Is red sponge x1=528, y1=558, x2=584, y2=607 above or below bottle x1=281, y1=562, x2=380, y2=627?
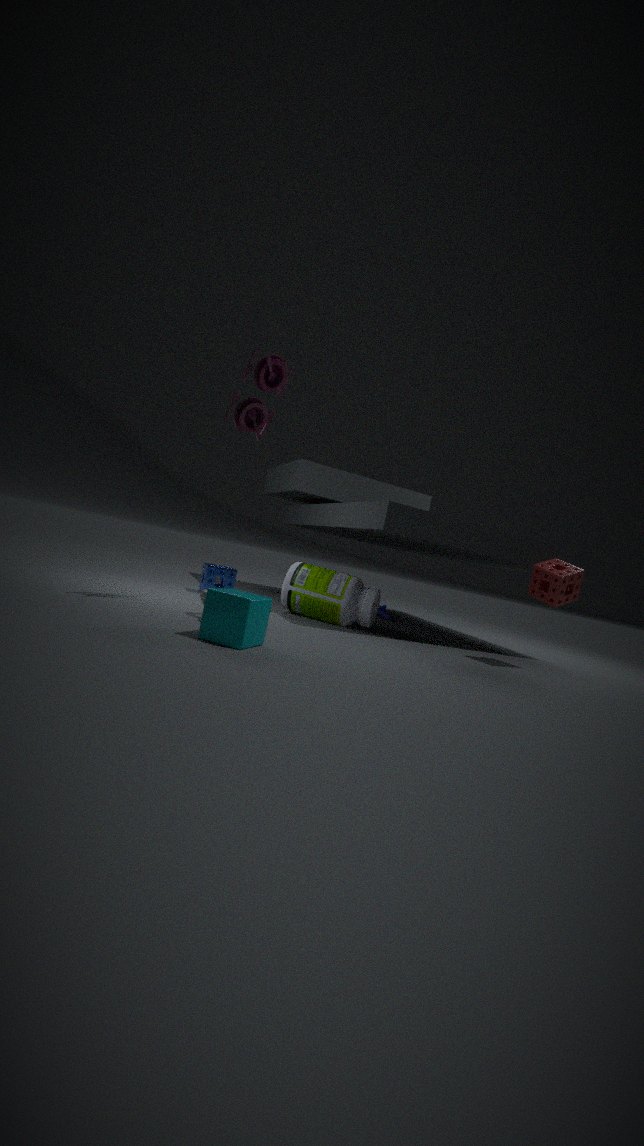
above
